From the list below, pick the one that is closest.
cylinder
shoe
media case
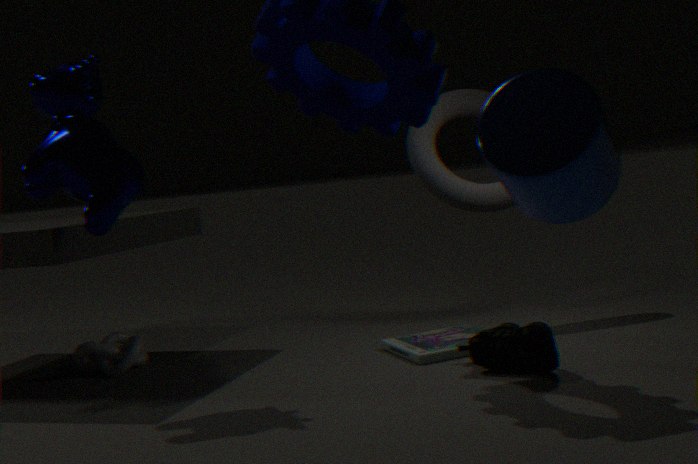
cylinder
